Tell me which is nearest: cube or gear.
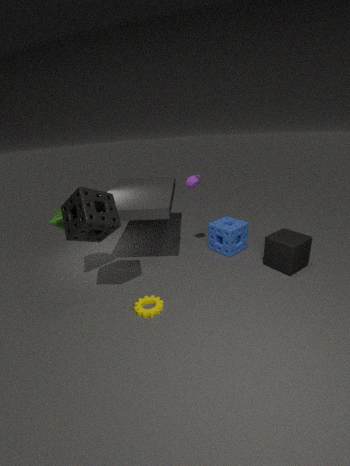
gear
